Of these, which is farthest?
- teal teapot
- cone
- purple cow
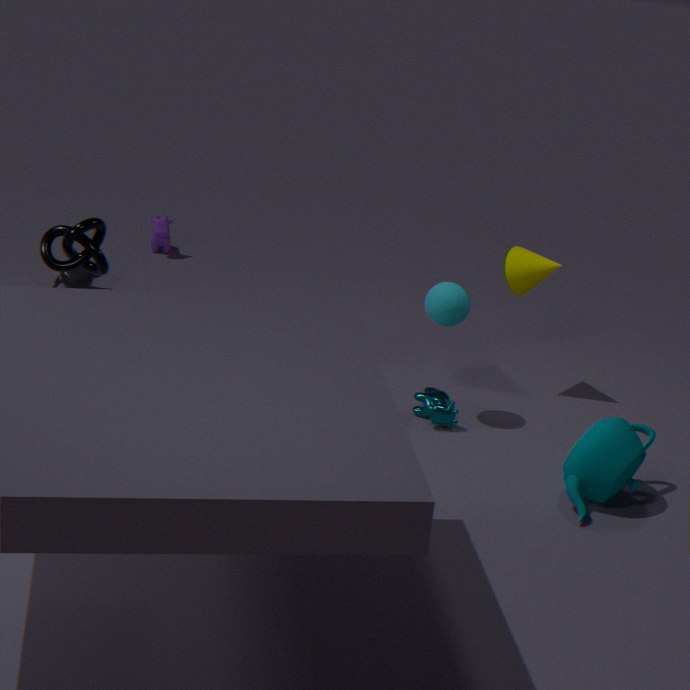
purple cow
